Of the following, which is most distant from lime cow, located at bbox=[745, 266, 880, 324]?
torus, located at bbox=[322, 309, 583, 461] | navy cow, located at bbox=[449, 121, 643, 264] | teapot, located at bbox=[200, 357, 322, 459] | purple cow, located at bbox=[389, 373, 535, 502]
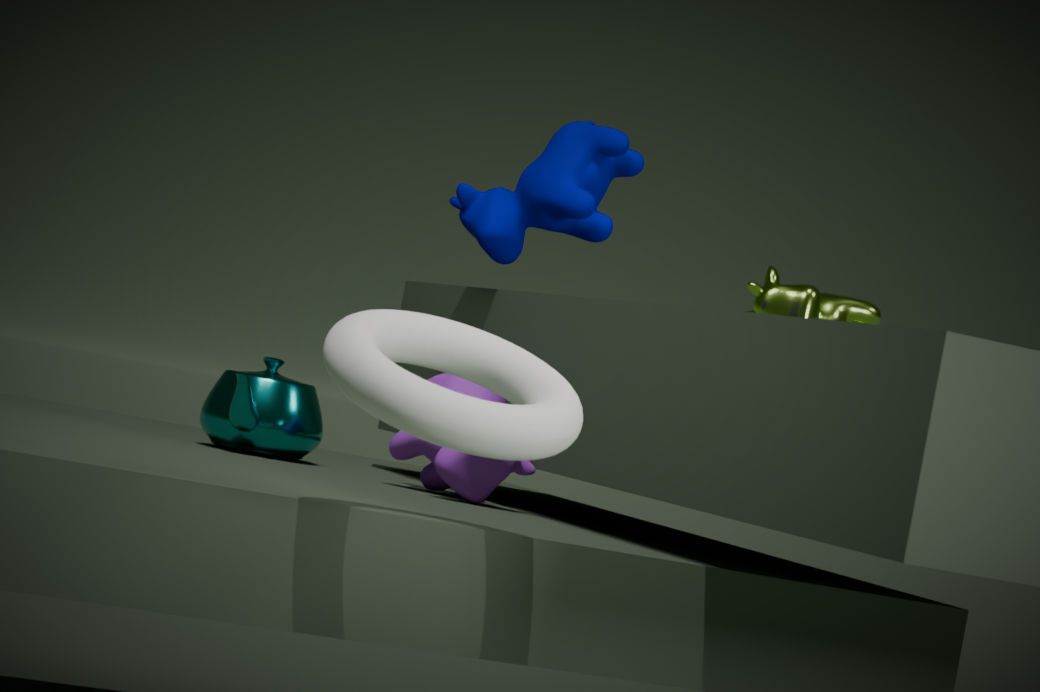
torus, located at bbox=[322, 309, 583, 461]
